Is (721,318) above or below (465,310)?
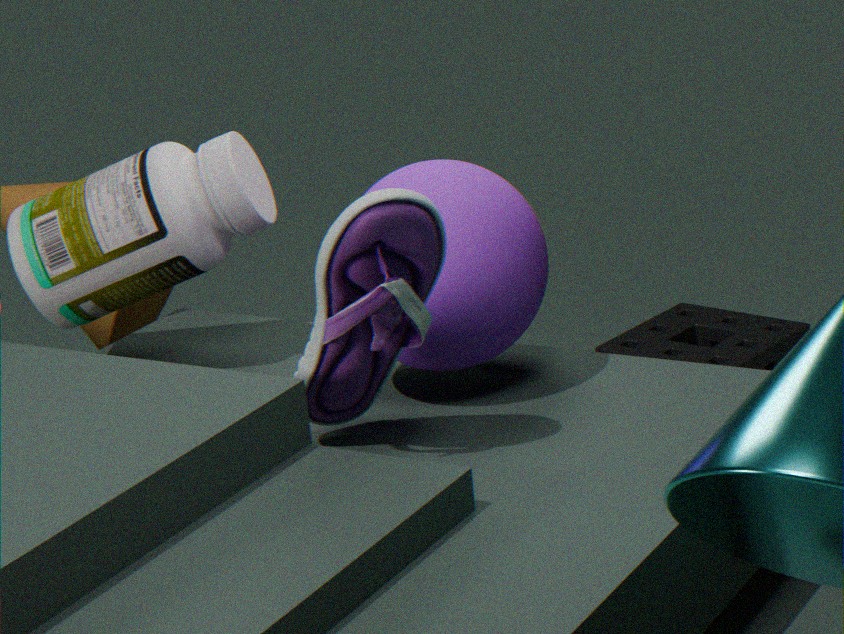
below
